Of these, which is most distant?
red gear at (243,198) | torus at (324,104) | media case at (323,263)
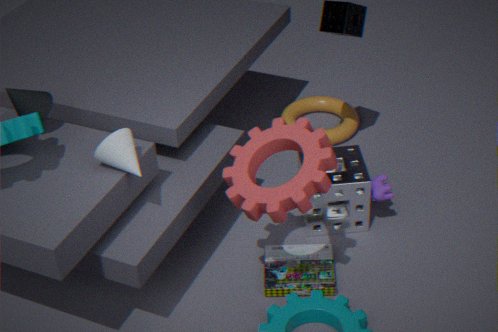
torus at (324,104)
